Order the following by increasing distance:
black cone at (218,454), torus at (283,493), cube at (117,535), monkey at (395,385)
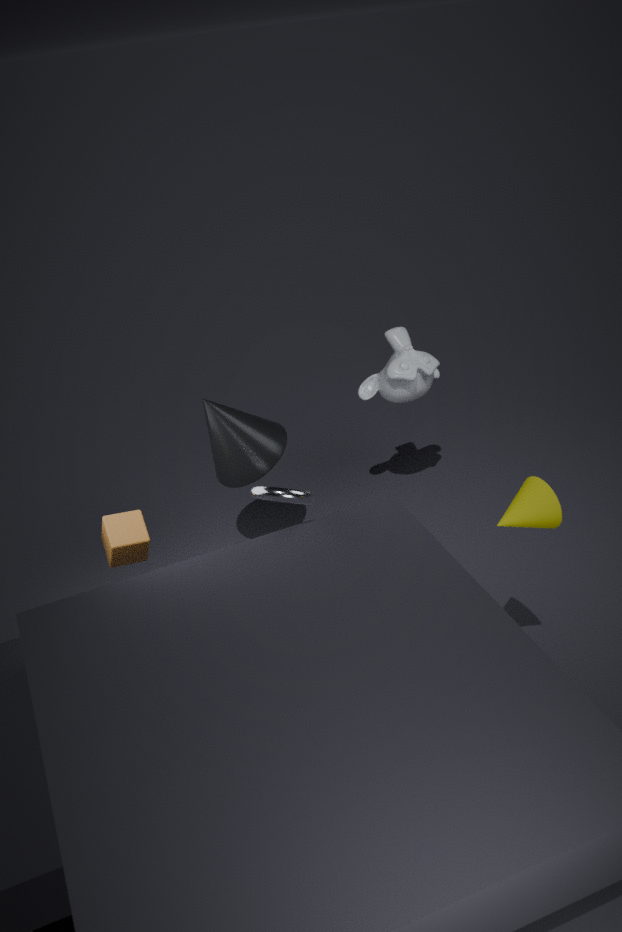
torus at (283,493)
cube at (117,535)
black cone at (218,454)
monkey at (395,385)
